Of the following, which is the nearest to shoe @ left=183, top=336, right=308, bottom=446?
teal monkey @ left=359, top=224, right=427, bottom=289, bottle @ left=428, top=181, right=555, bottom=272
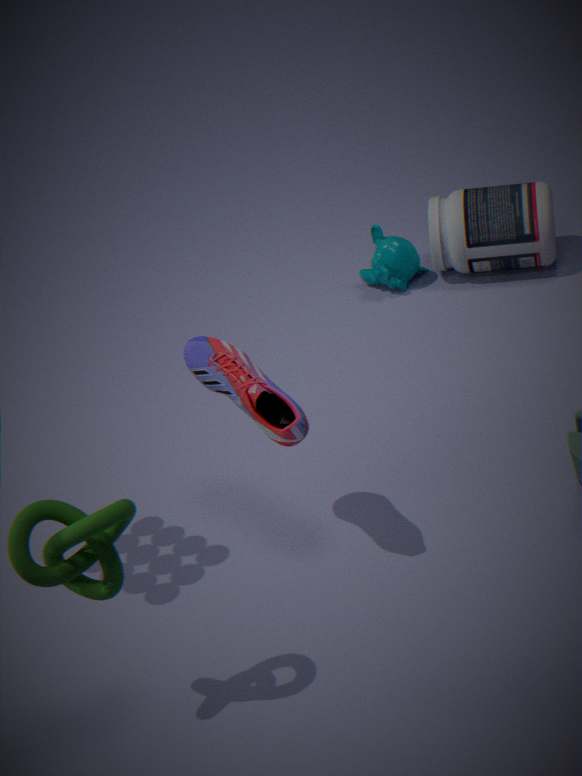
teal monkey @ left=359, top=224, right=427, bottom=289
